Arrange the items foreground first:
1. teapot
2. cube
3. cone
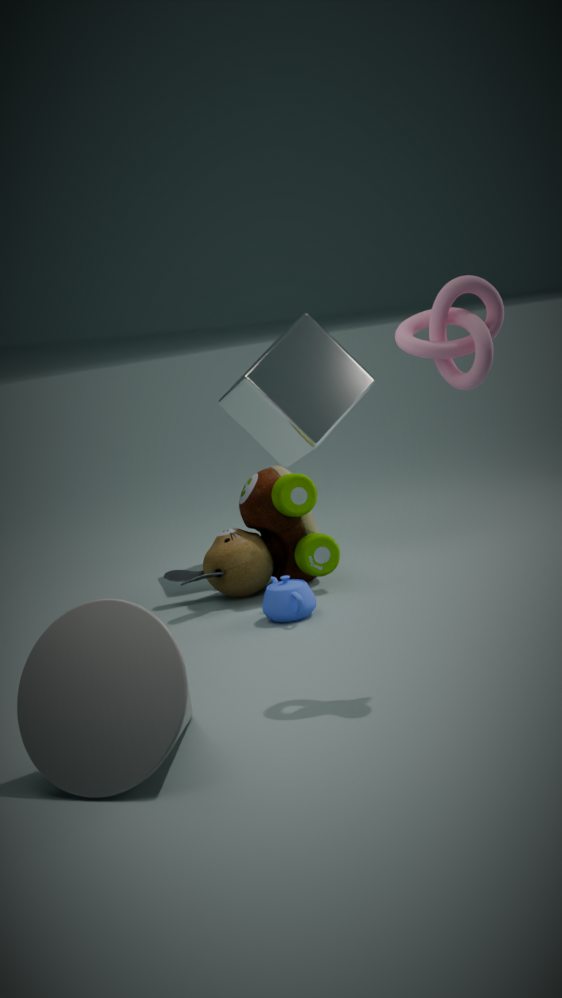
1. cone
2. teapot
3. cube
